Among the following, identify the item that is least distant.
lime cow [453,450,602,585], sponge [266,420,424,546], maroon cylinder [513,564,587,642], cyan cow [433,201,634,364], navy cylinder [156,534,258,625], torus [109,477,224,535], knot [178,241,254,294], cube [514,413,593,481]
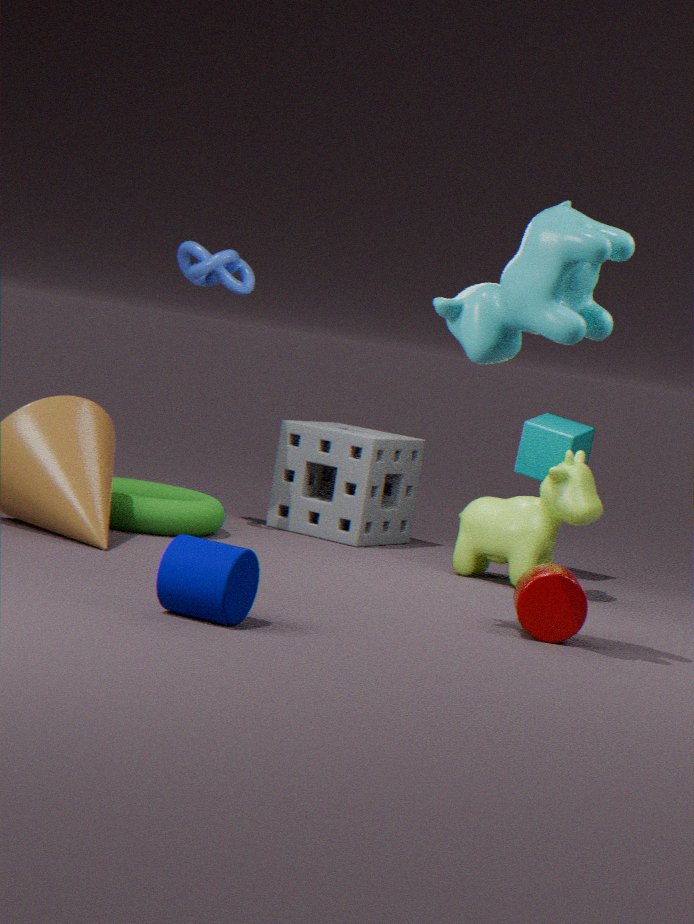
navy cylinder [156,534,258,625]
